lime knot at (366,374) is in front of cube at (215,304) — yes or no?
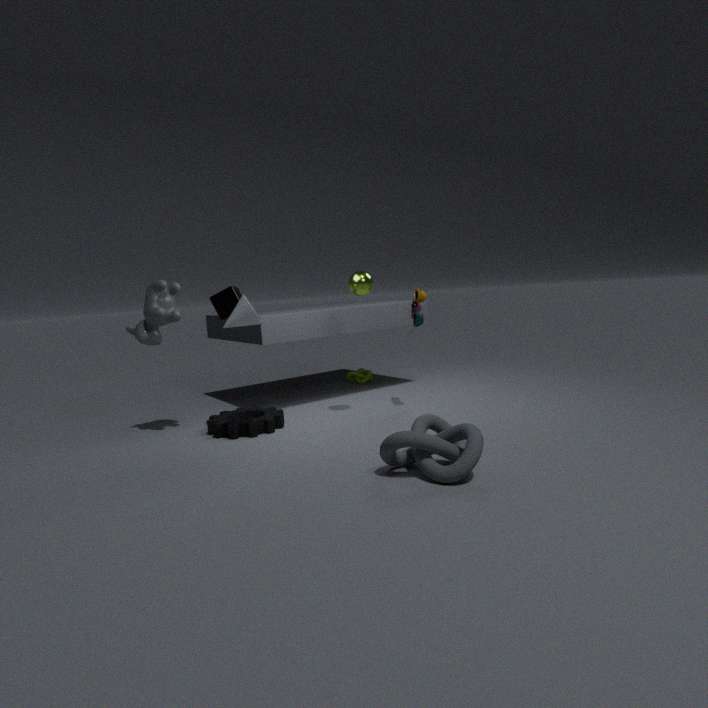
No
